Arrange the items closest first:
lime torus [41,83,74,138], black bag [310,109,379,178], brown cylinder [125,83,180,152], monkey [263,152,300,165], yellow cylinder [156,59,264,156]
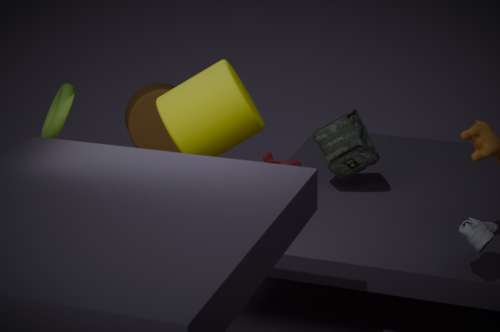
1. lime torus [41,83,74,138]
2. yellow cylinder [156,59,264,156]
3. black bag [310,109,379,178]
4. brown cylinder [125,83,180,152]
5. monkey [263,152,300,165]
